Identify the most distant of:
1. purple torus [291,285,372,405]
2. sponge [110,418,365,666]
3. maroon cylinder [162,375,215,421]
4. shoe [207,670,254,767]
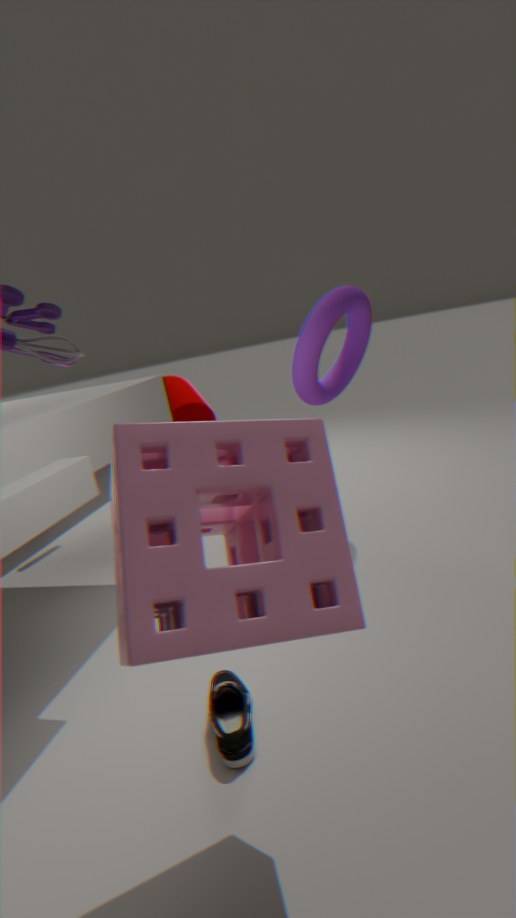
maroon cylinder [162,375,215,421]
